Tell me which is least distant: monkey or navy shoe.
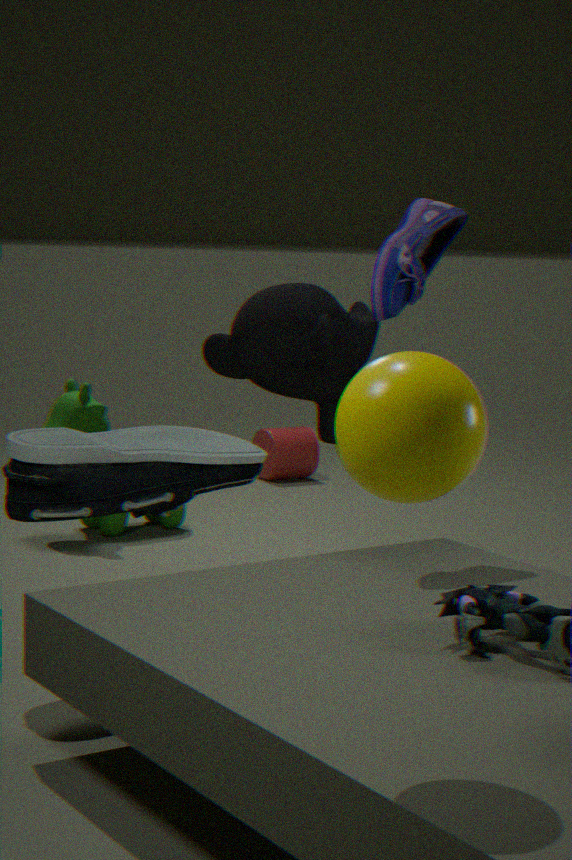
navy shoe
